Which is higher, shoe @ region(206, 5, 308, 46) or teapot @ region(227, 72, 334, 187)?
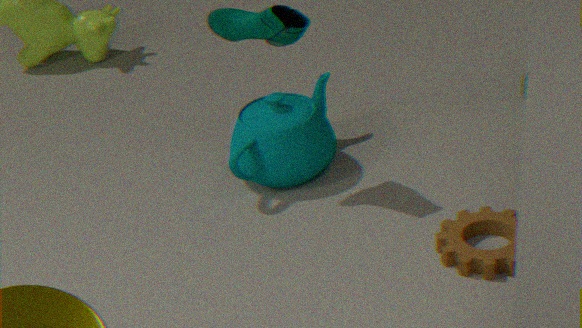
shoe @ region(206, 5, 308, 46)
